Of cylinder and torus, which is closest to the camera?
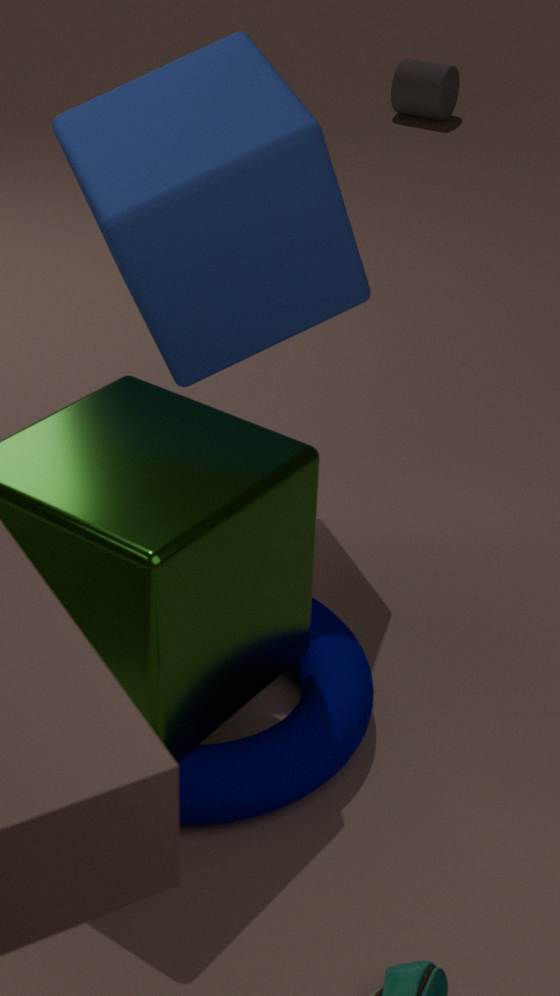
torus
